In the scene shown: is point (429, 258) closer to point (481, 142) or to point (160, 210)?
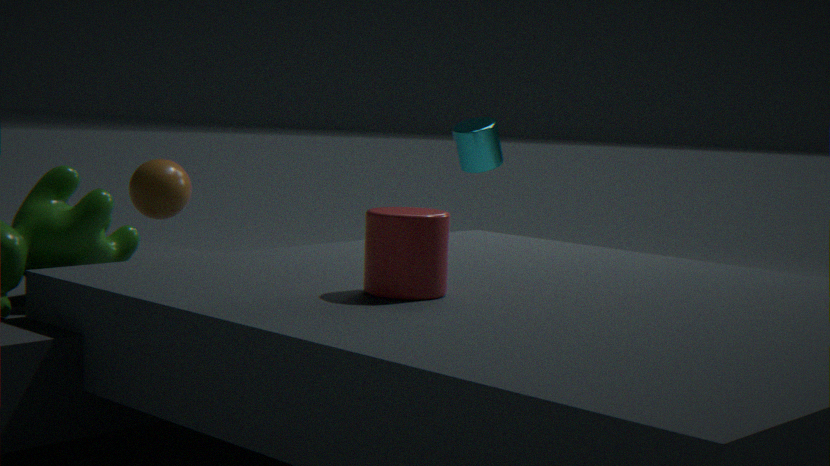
point (160, 210)
